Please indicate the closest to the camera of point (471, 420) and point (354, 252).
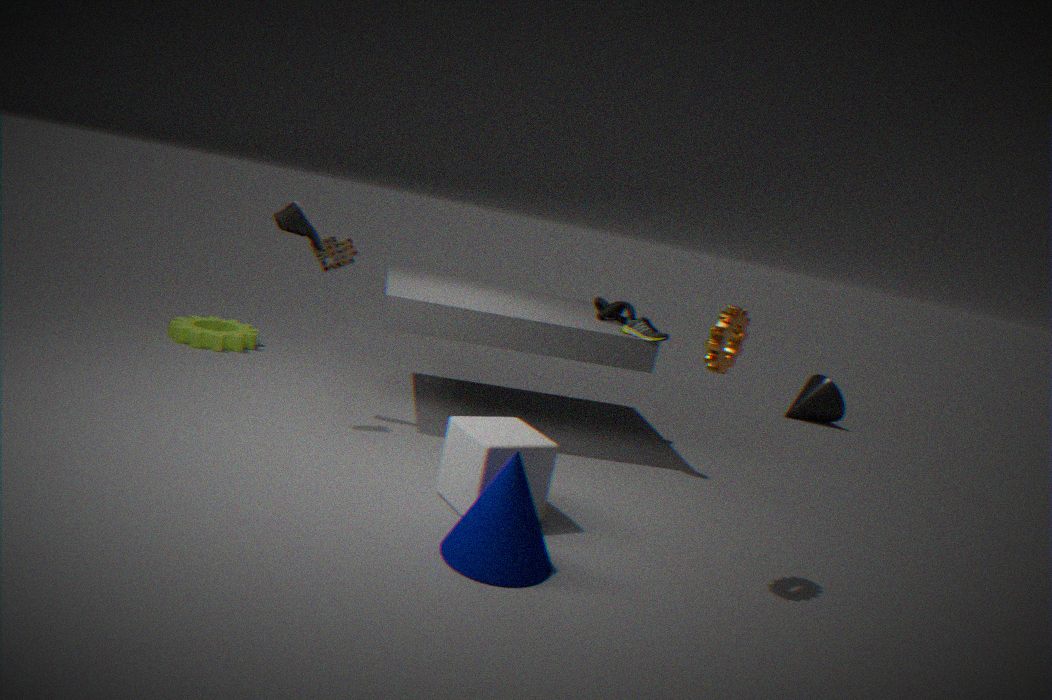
point (471, 420)
